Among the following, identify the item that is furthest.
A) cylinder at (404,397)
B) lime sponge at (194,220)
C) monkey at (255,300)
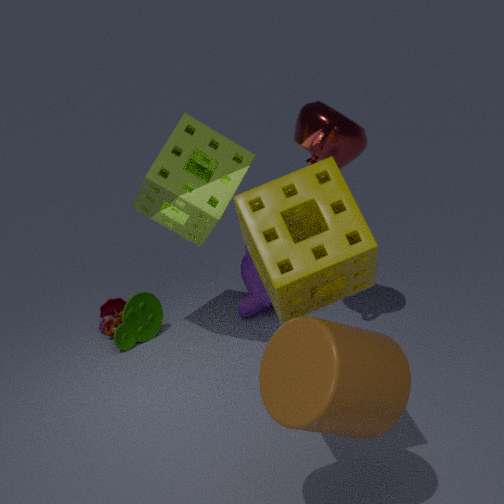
monkey at (255,300)
